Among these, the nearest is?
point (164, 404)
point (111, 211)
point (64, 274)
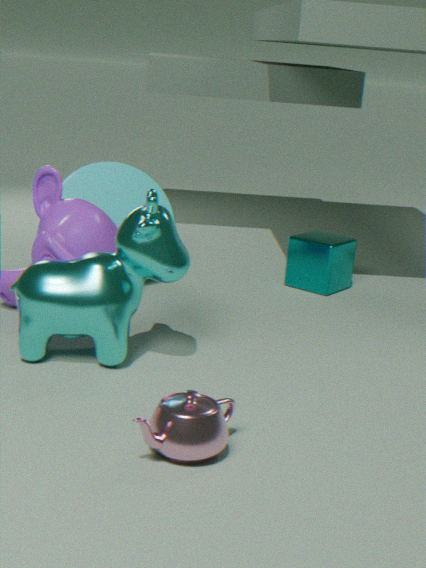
point (164, 404)
